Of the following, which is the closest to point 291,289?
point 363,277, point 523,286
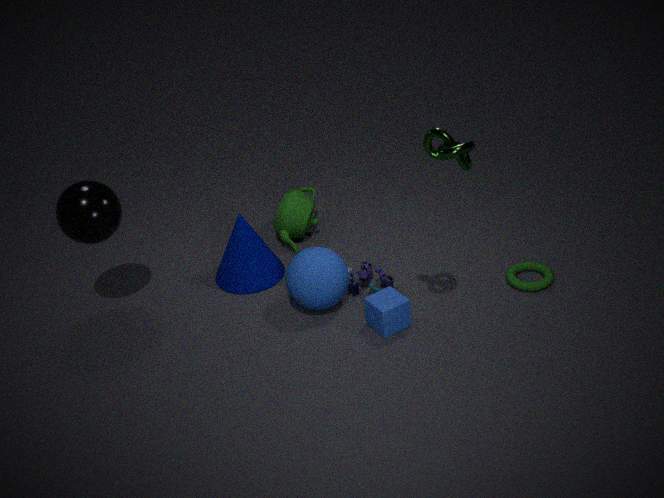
point 363,277
